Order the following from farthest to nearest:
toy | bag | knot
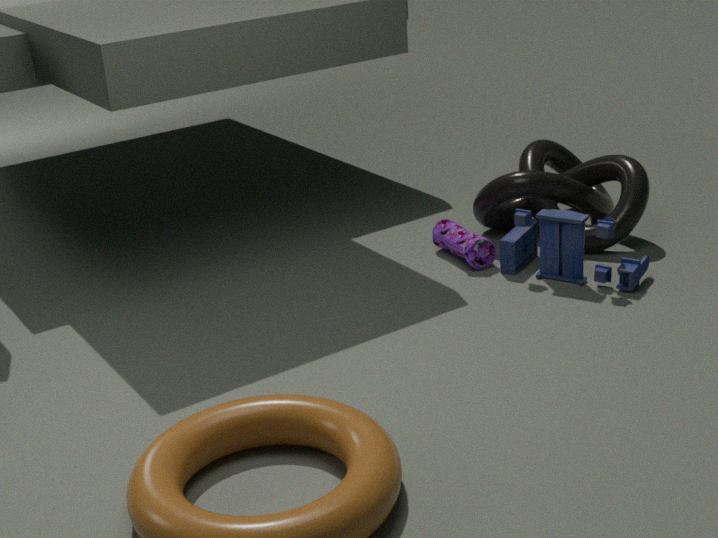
1. knot
2. bag
3. toy
